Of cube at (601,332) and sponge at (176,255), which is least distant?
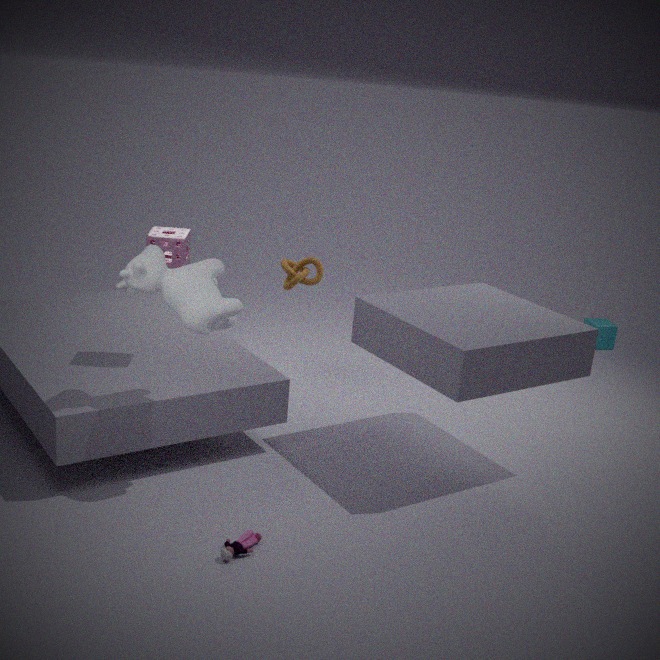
sponge at (176,255)
